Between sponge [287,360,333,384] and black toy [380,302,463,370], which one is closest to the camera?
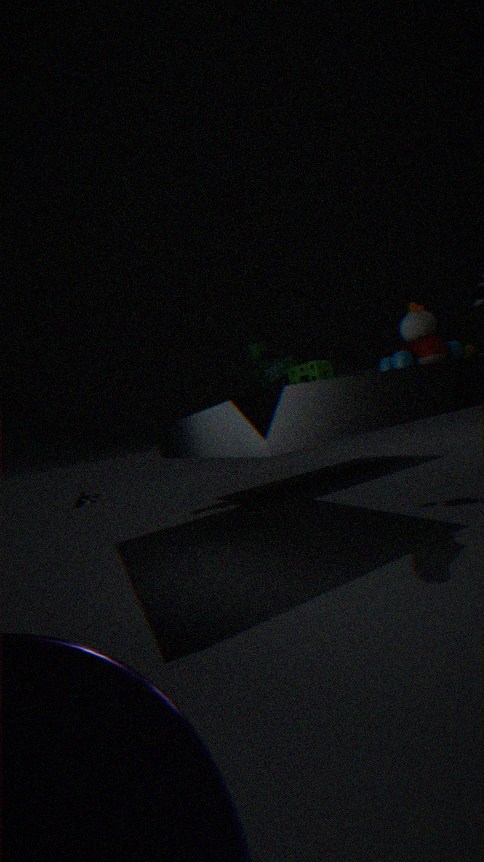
black toy [380,302,463,370]
